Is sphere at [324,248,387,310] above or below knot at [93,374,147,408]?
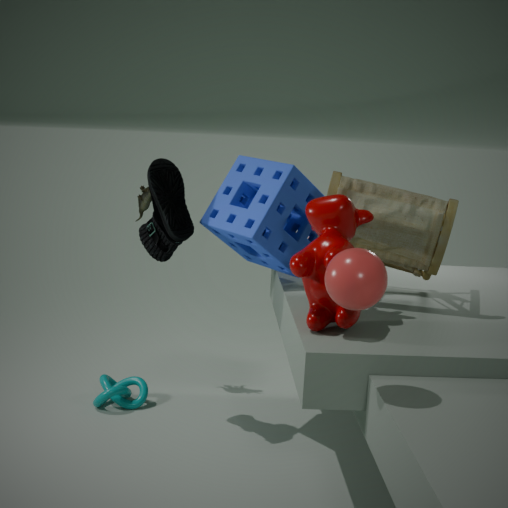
above
